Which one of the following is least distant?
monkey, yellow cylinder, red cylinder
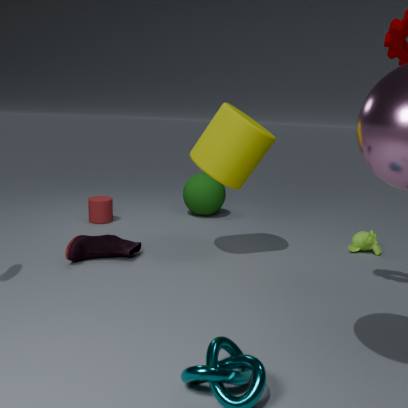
yellow cylinder
